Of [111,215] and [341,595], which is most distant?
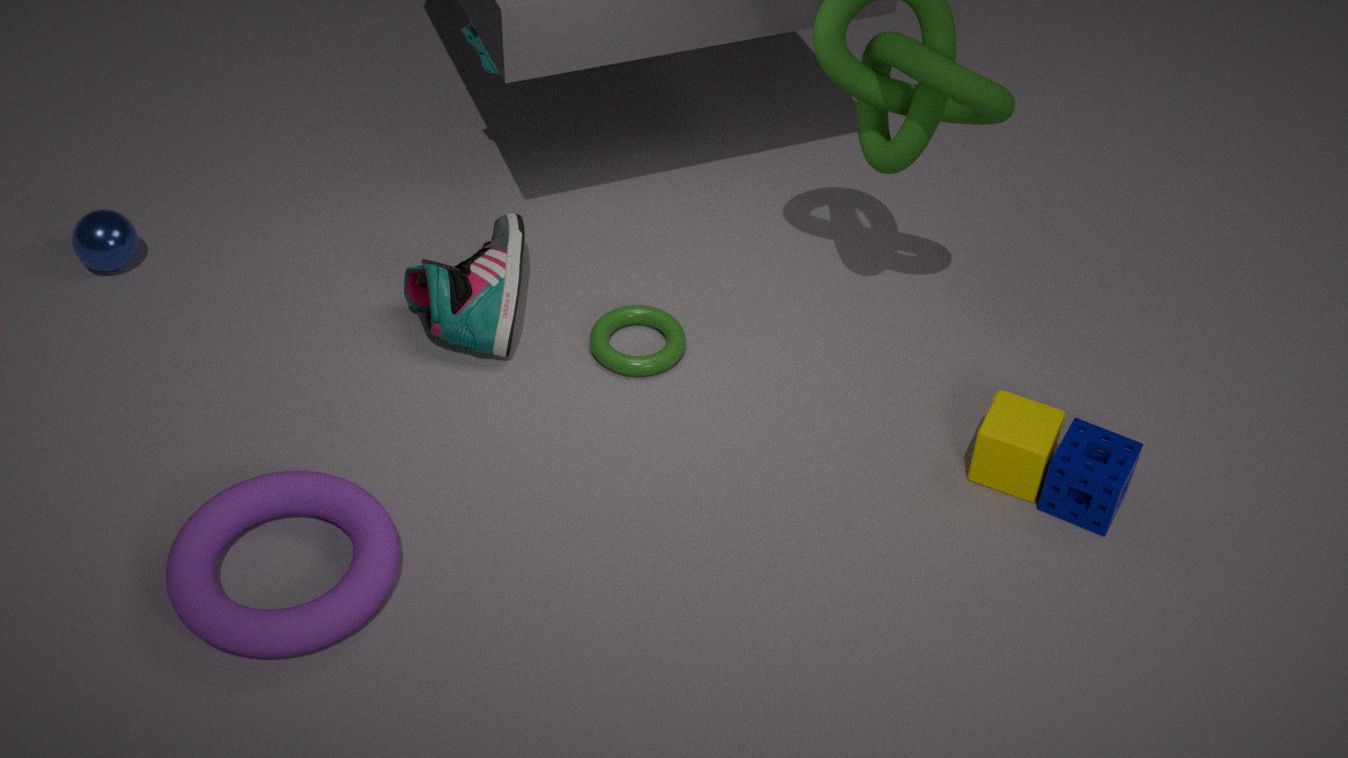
[111,215]
